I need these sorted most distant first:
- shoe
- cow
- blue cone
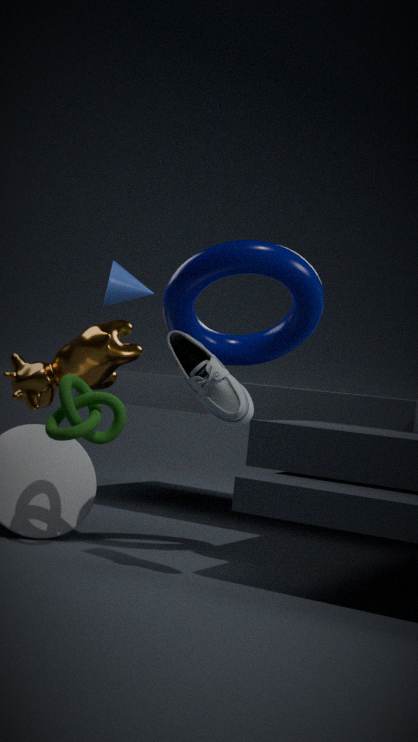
1. blue cone
2. cow
3. shoe
